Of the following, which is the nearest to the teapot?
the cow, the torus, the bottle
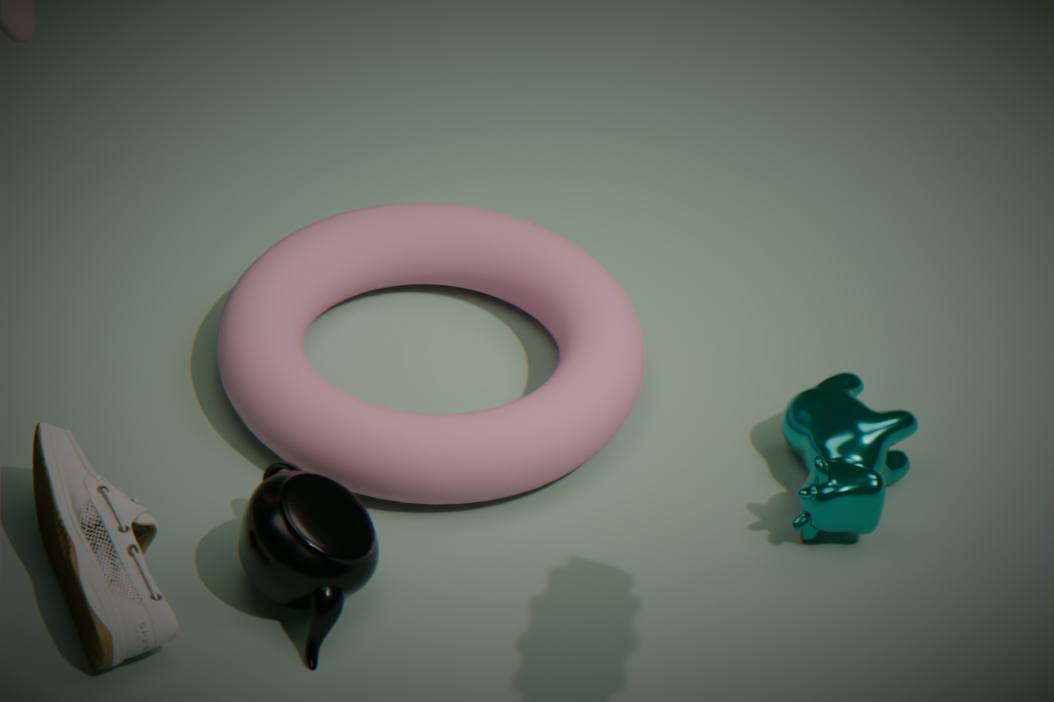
the torus
